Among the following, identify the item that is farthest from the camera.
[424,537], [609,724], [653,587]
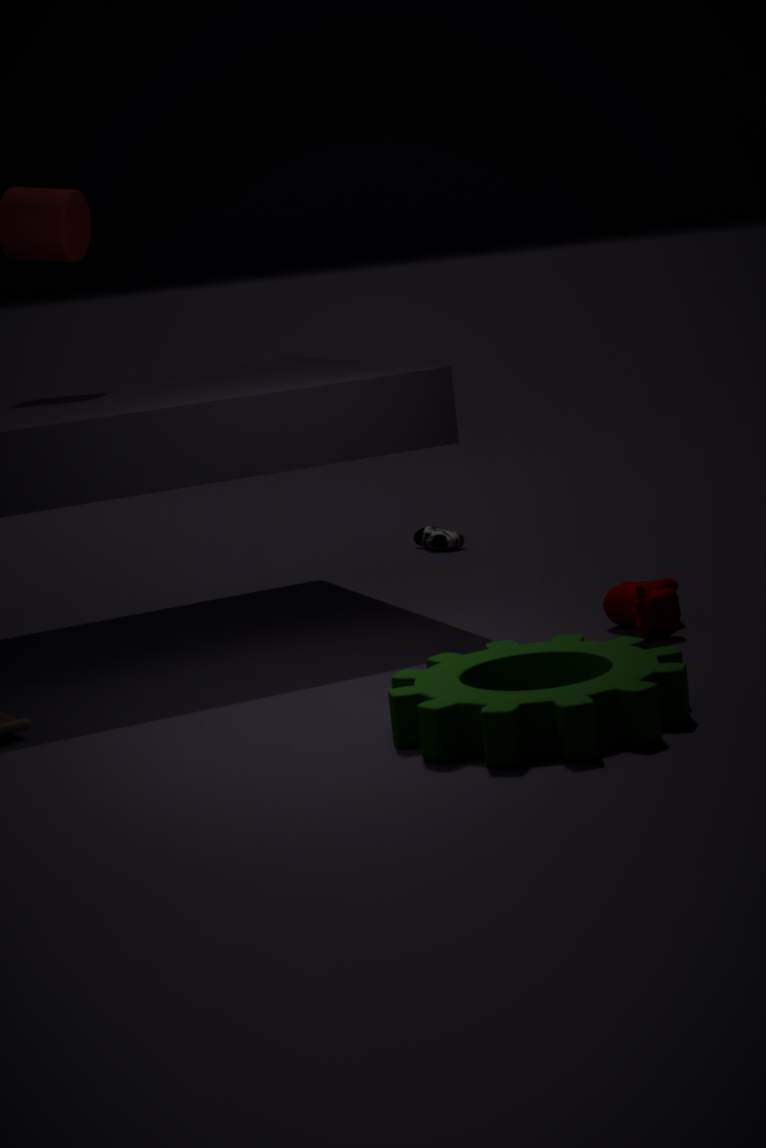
[424,537]
